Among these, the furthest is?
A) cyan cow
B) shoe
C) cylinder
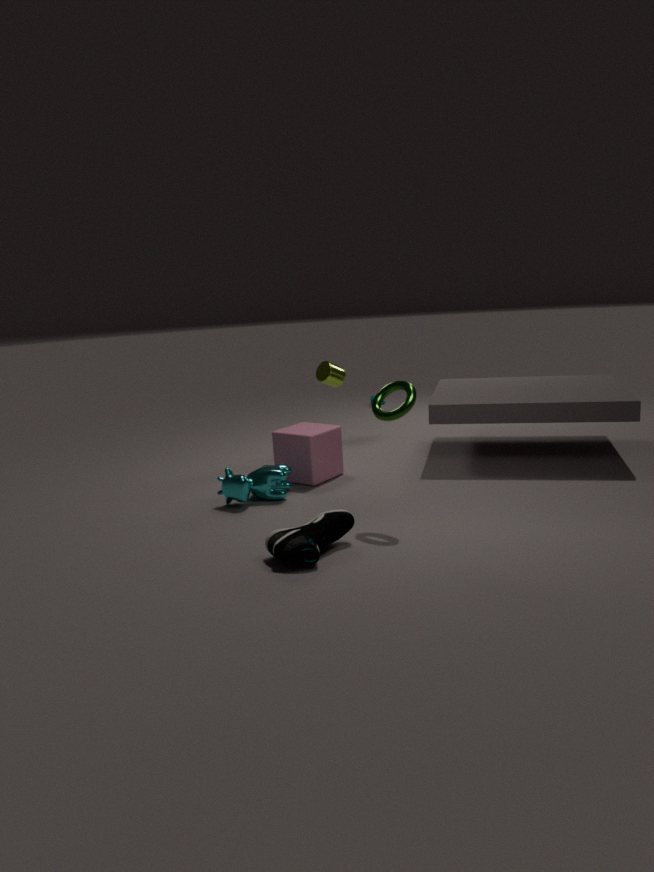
cylinder
